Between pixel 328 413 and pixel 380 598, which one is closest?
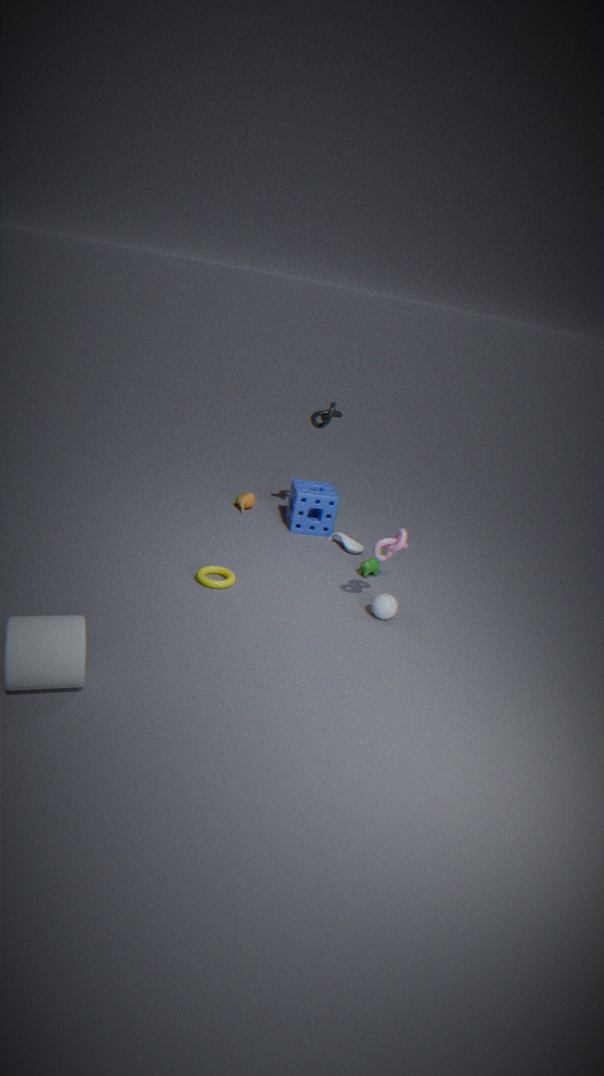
pixel 380 598
